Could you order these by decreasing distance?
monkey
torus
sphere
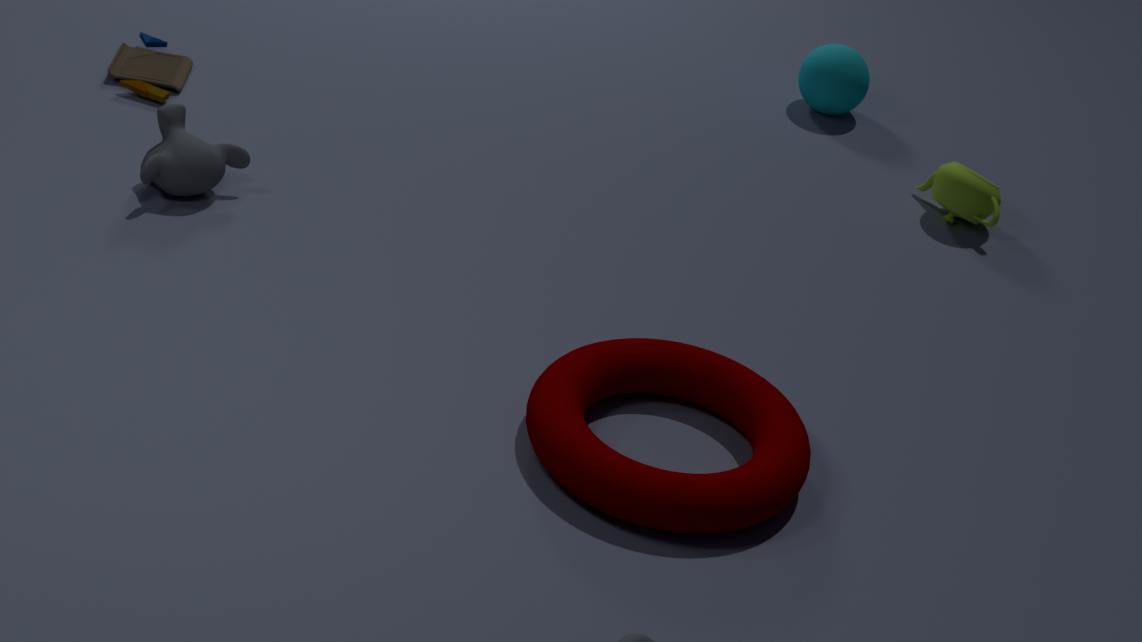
sphere < monkey < torus
